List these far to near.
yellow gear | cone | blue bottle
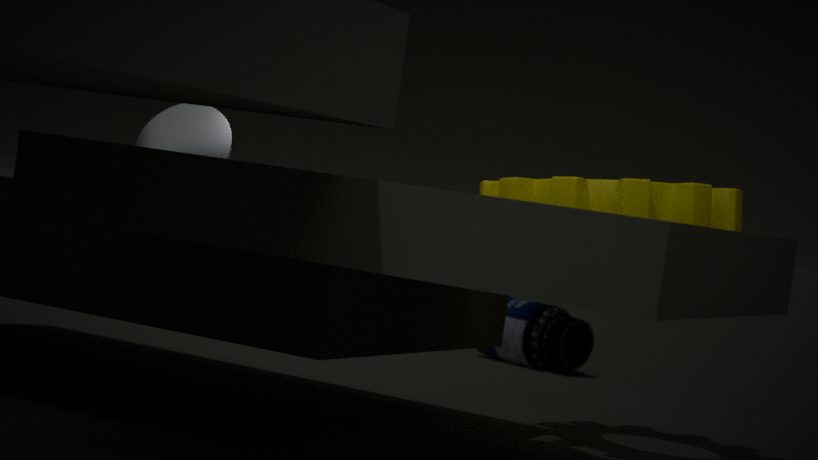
blue bottle → cone → yellow gear
